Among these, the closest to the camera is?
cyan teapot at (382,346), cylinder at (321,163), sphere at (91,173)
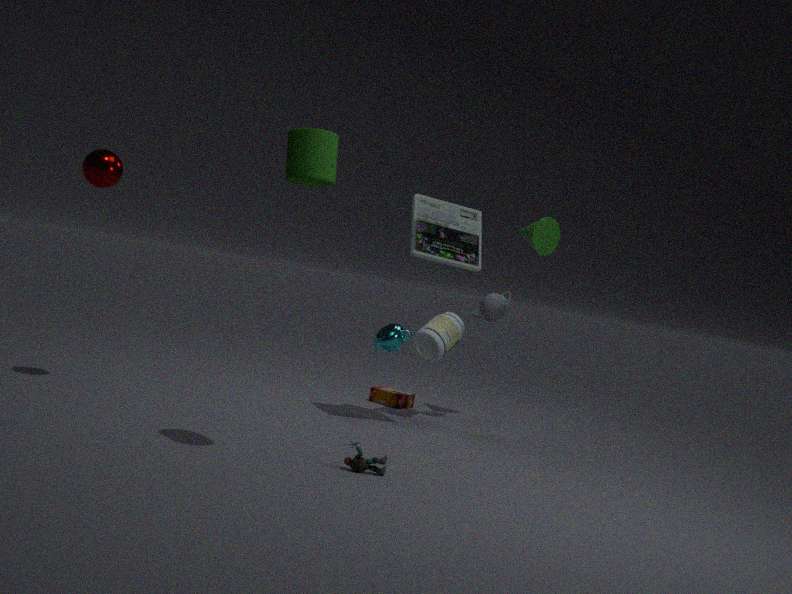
cylinder at (321,163)
